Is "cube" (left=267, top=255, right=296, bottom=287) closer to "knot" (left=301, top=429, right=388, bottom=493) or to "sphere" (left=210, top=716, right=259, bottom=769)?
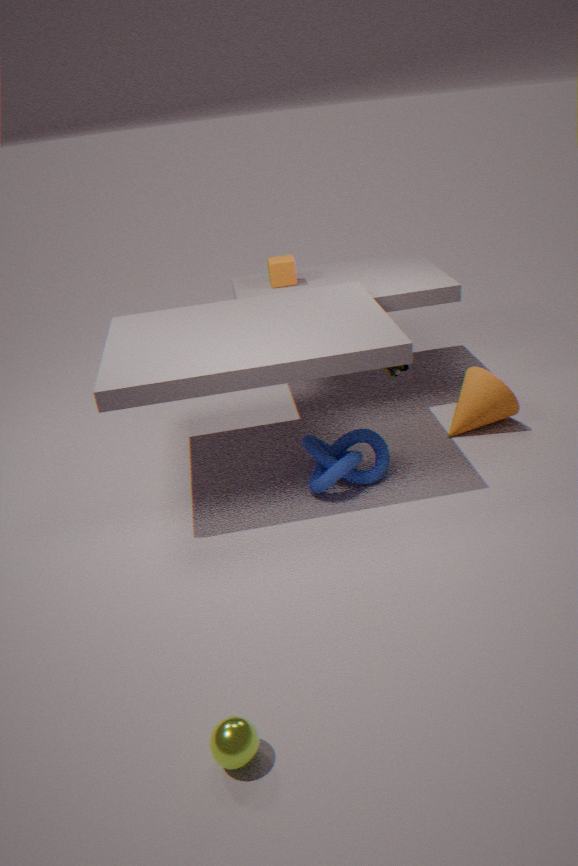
"knot" (left=301, top=429, right=388, bottom=493)
